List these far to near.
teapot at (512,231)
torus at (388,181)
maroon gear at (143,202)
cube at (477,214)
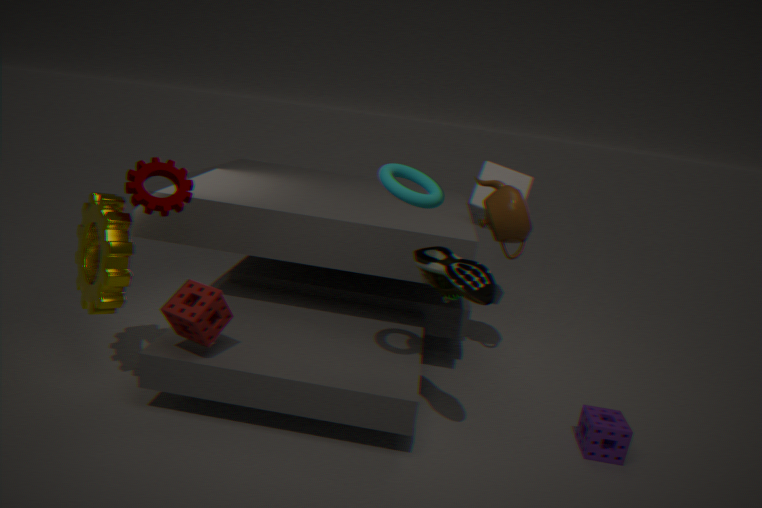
cube at (477,214) < teapot at (512,231) < maroon gear at (143,202) < torus at (388,181)
